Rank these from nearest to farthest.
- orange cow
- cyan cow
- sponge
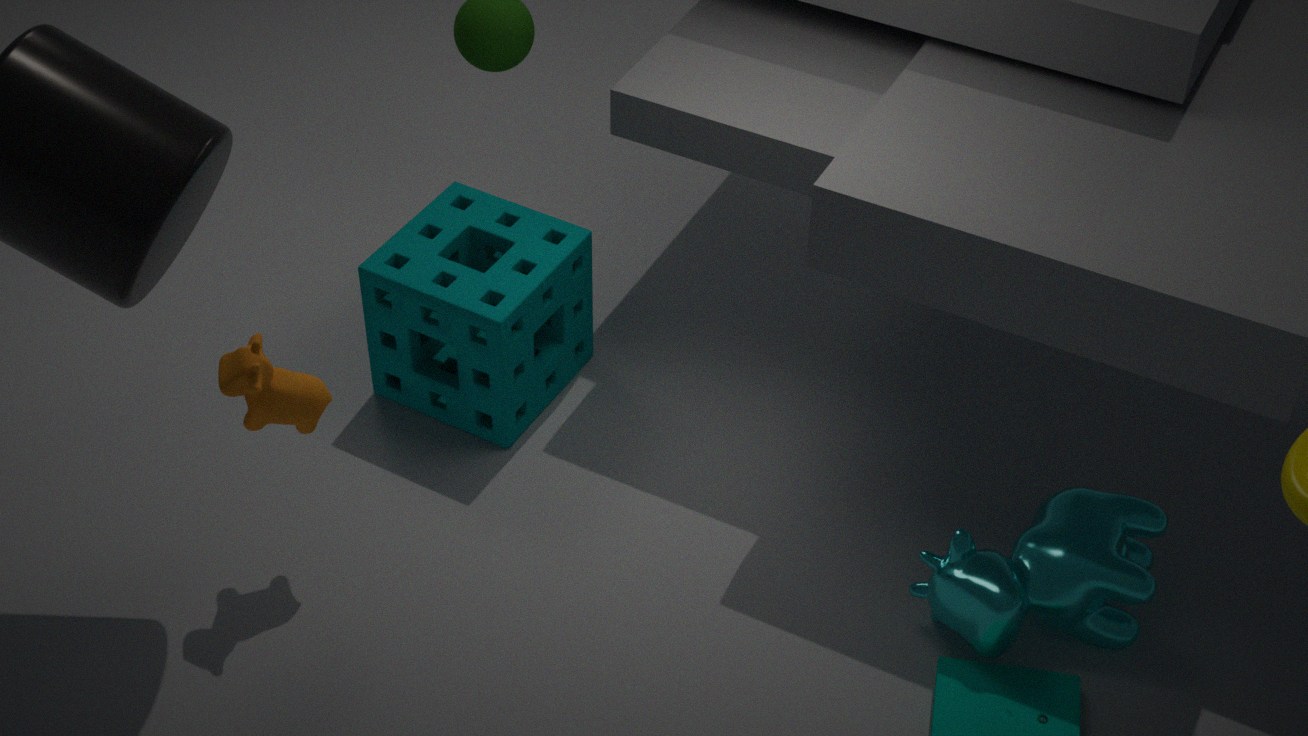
1. orange cow
2. cyan cow
3. sponge
